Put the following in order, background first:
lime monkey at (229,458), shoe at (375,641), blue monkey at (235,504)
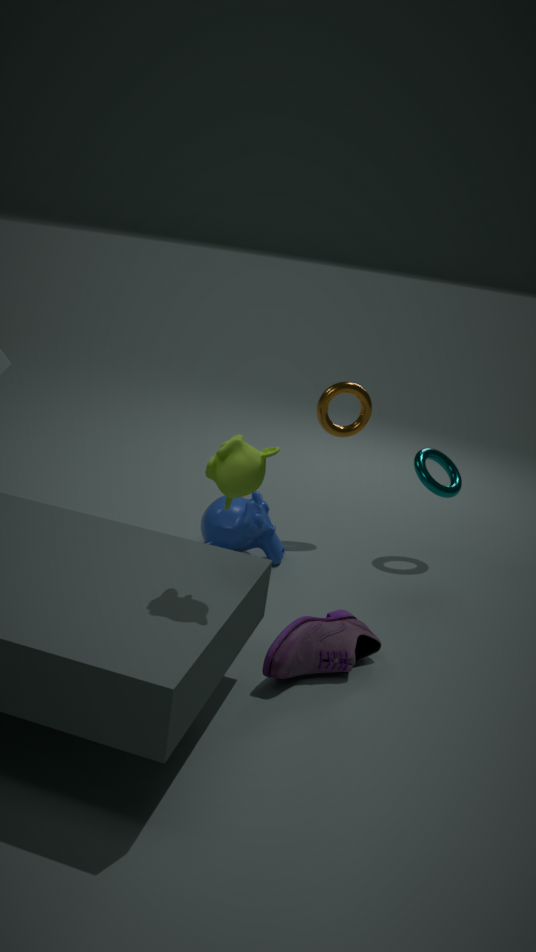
blue monkey at (235,504)
shoe at (375,641)
lime monkey at (229,458)
